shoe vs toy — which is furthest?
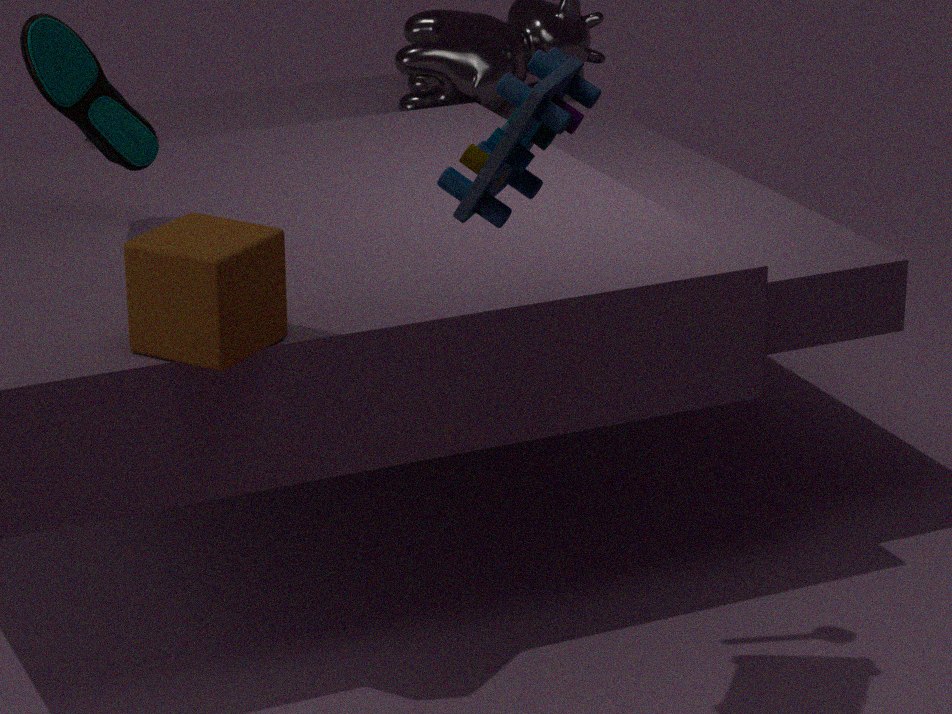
shoe
